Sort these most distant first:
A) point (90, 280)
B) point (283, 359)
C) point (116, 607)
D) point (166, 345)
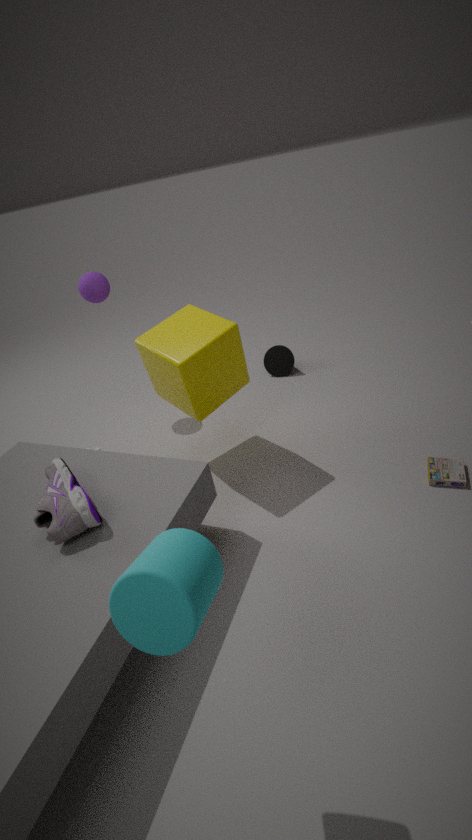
point (283, 359), point (90, 280), point (166, 345), point (116, 607)
